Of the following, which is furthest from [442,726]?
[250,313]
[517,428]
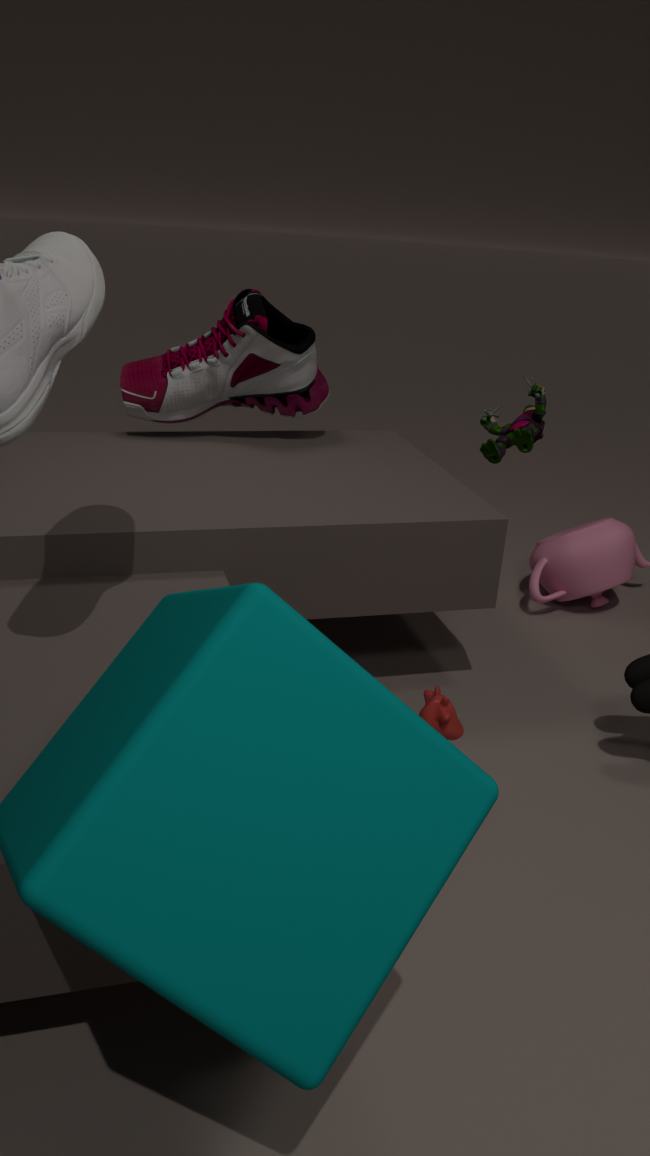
[250,313]
